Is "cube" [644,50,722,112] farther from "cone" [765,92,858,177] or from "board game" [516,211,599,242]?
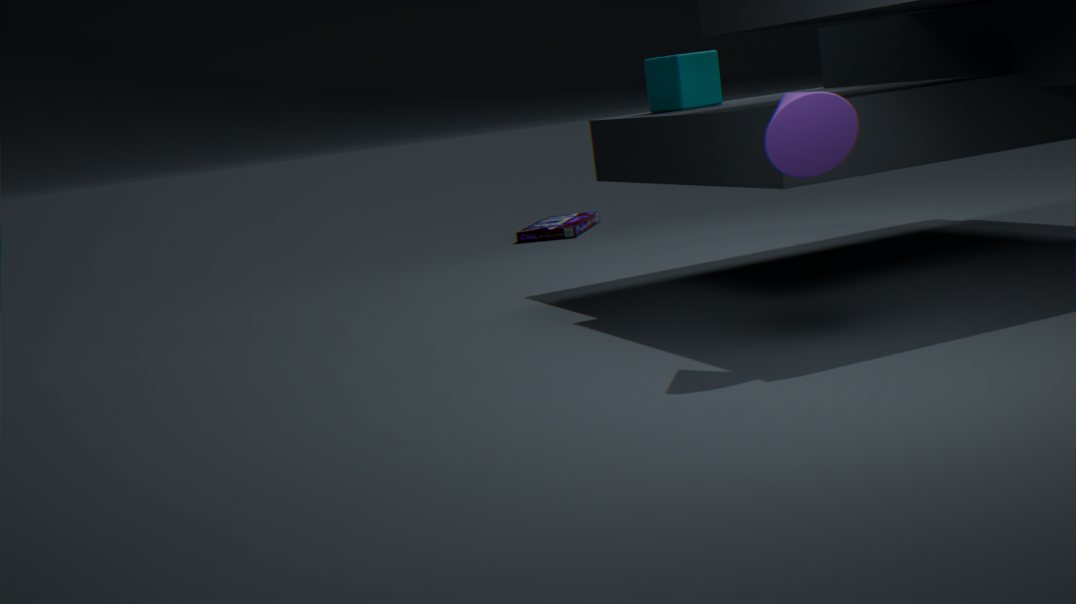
"board game" [516,211,599,242]
